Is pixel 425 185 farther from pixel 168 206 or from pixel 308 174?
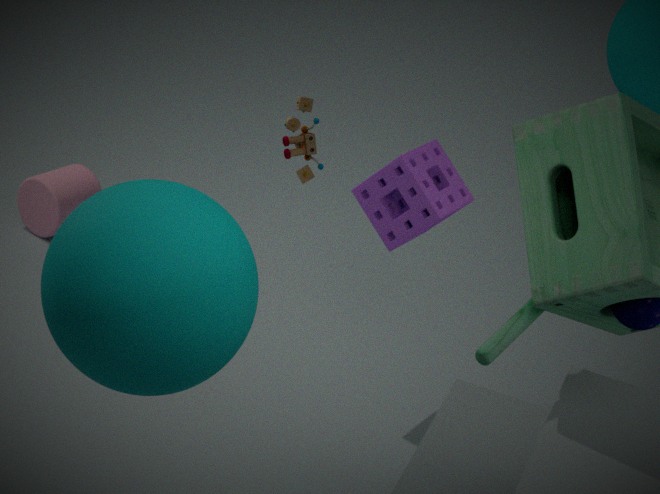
pixel 168 206
